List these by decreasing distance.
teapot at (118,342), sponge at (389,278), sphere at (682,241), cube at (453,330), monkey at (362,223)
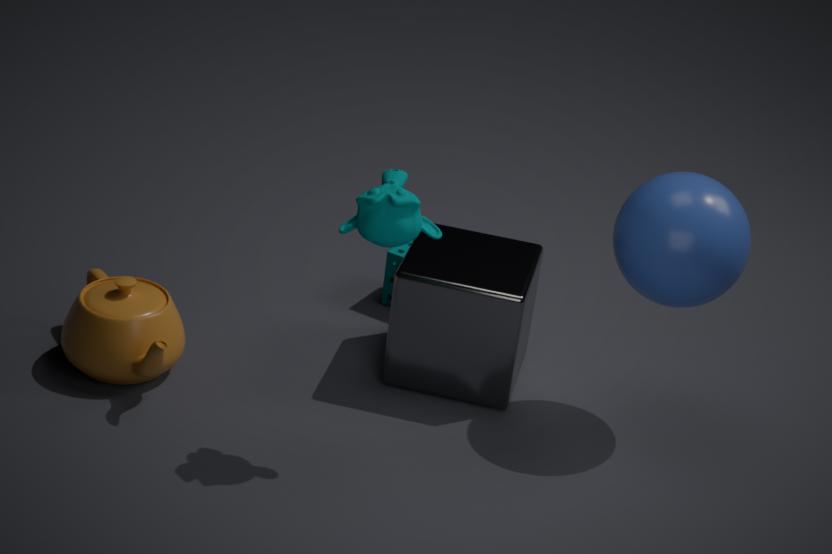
sponge at (389,278) < cube at (453,330) < teapot at (118,342) < sphere at (682,241) < monkey at (362,223)
